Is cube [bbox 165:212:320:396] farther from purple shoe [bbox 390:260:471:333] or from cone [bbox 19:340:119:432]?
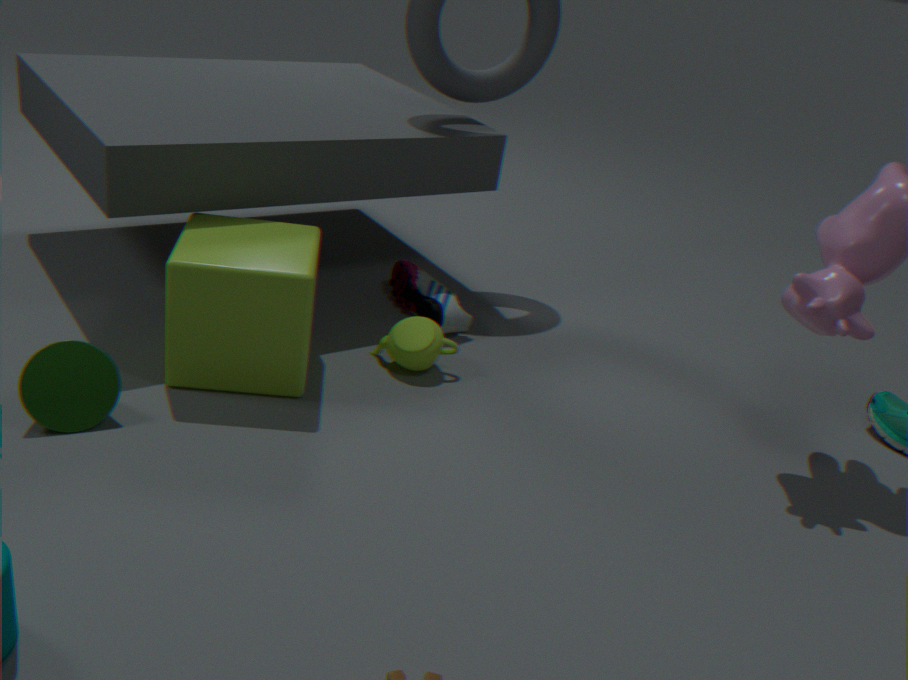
purple shoe [bbox 390:260:471:333]
